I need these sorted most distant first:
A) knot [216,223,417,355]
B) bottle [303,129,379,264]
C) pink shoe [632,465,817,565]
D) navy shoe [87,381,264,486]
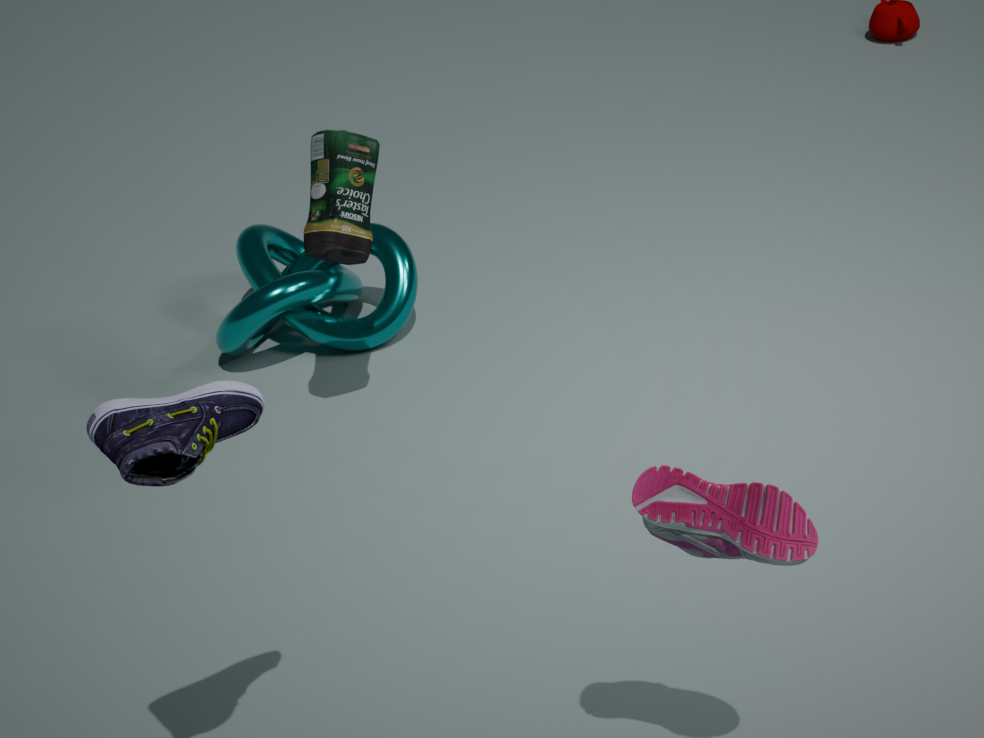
knot [216,223,417,355]
bottle [303,129,379,264]
pink shoe [632,465,817,565]
navy shoe [87,381,264,486]
